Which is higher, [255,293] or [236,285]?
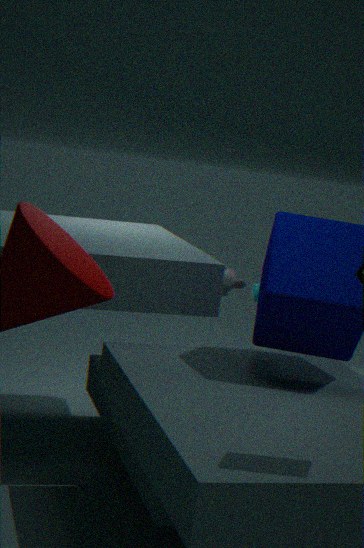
[255,293]
